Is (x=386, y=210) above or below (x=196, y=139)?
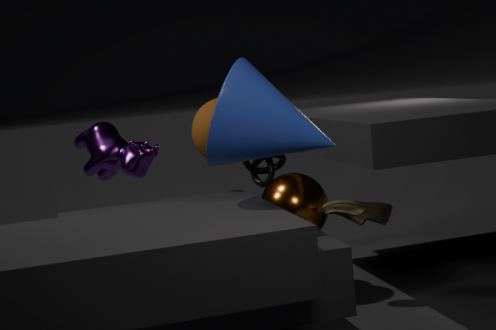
below
